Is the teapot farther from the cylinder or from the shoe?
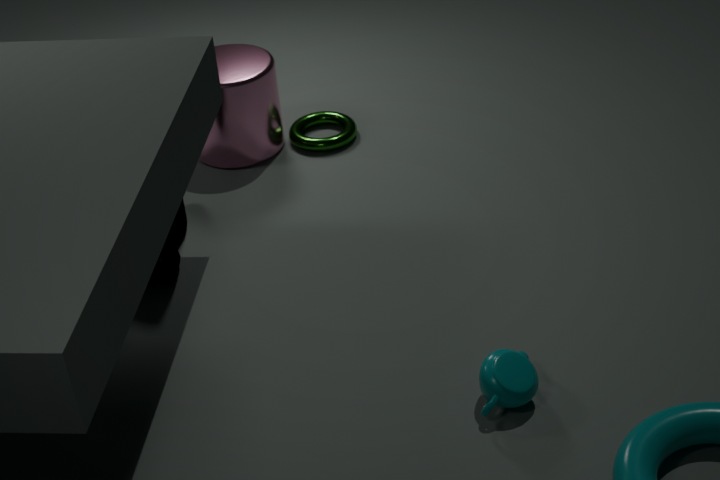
the cylinder
